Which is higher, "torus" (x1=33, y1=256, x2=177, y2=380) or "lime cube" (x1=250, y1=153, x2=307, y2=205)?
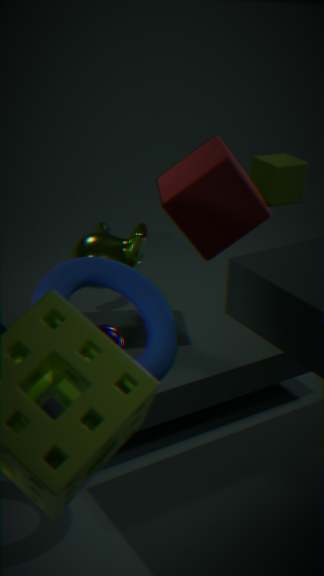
"torus" (x1=33, y1=256, x2=177, y2=380)
